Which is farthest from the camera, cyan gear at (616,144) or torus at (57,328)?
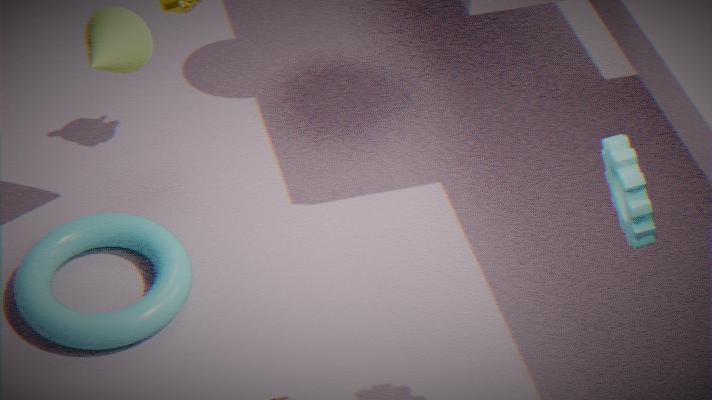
torus at (57,328)
